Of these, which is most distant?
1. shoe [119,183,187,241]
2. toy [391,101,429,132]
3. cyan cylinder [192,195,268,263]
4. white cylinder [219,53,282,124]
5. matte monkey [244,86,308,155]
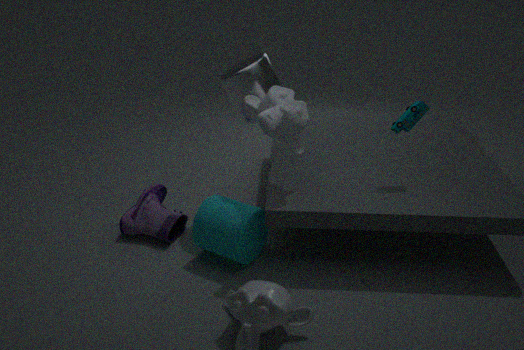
shoe [119,183,187,241]
